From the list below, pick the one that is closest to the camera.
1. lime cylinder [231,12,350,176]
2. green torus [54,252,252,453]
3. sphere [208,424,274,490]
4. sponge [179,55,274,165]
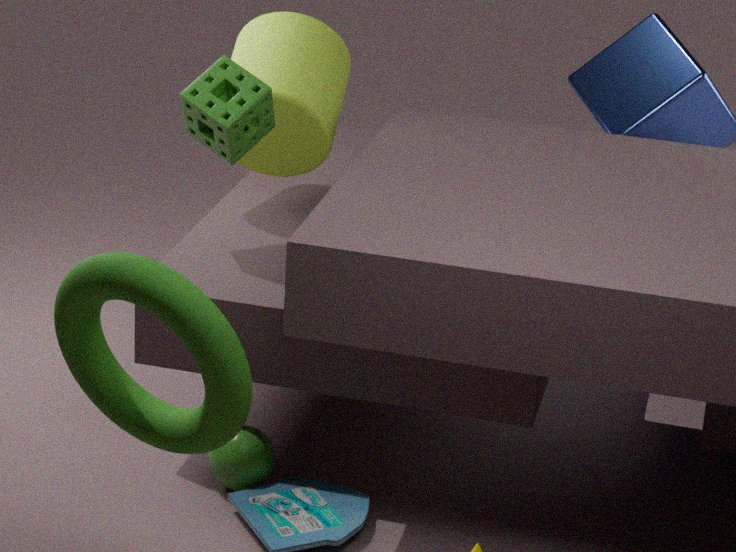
green torus [54,252,252,453]
